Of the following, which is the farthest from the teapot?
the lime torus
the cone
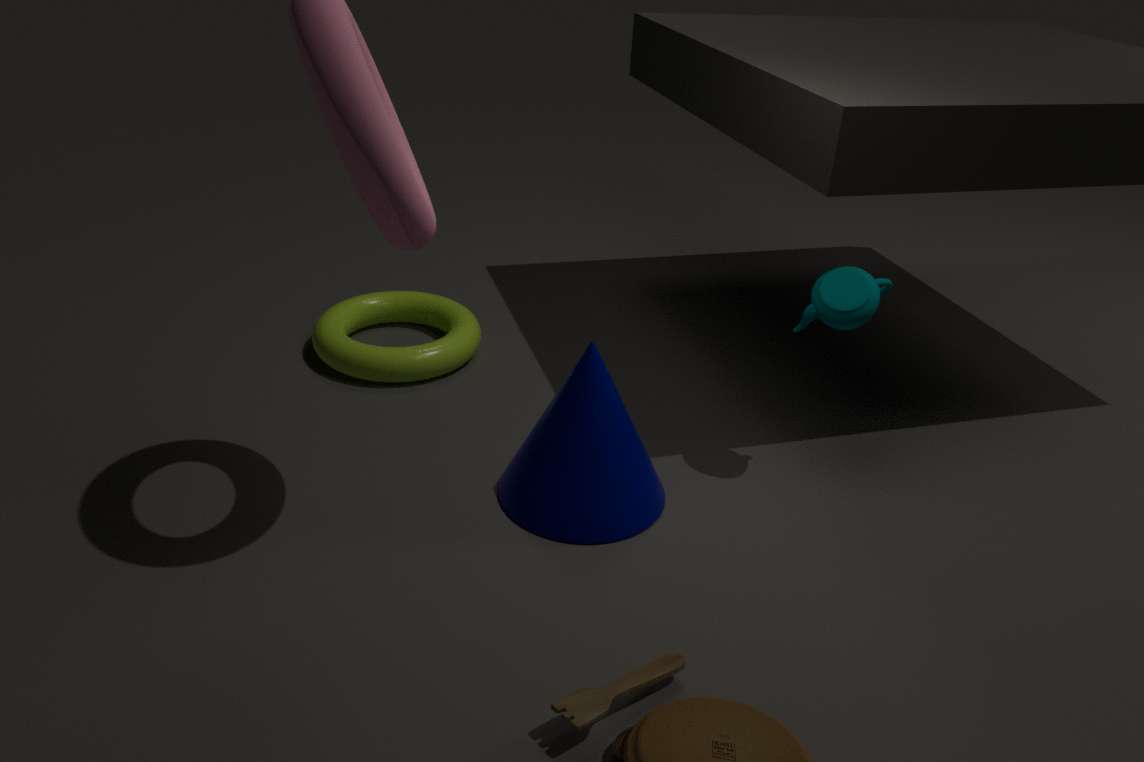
the lime torus
